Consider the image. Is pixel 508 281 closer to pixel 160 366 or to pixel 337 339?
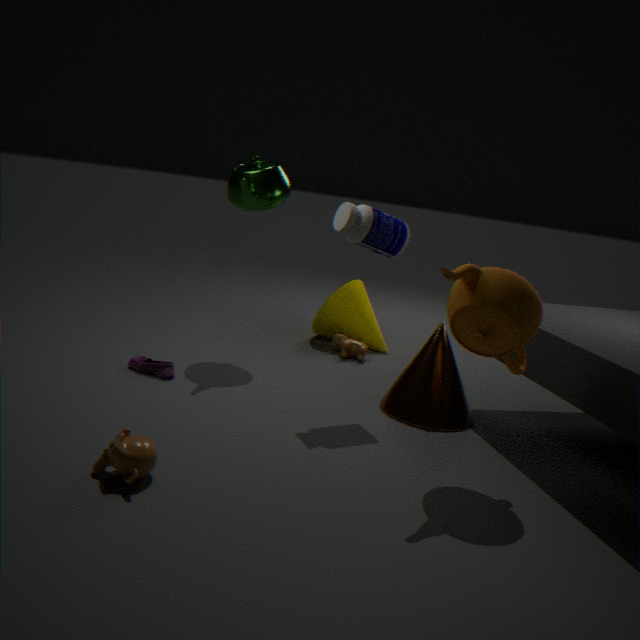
pixel 337 339
